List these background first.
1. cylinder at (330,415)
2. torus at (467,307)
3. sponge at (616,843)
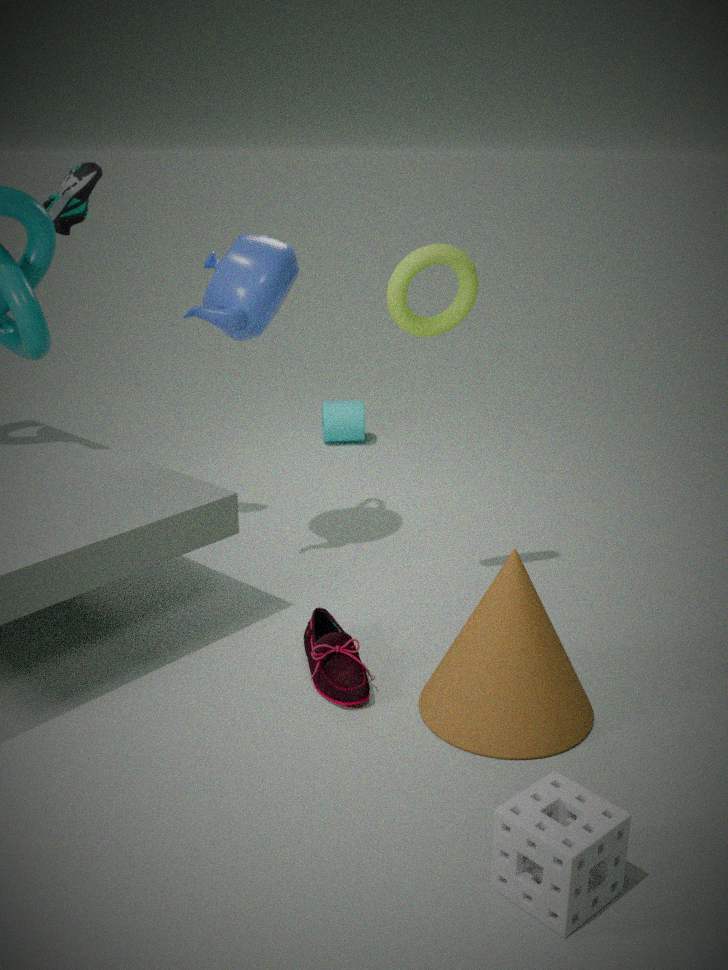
cylinder at (330,415), torus at (467,307), sponge at (616,843)
